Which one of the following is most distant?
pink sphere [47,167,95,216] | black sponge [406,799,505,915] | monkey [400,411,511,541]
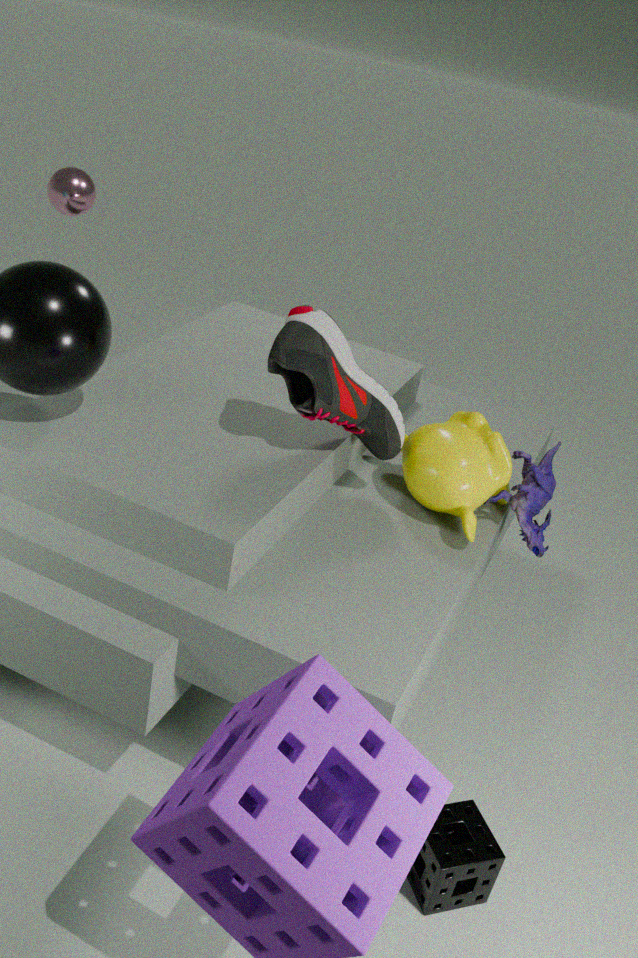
pink sphere [47,167,95,216]
